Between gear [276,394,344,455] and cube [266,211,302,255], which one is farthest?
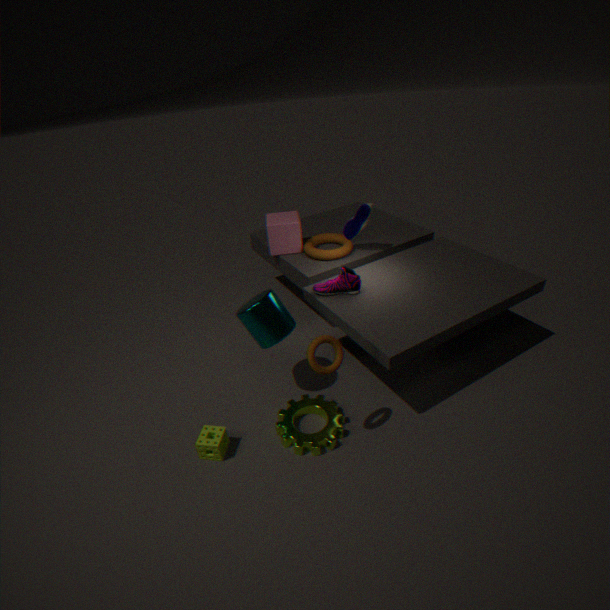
cube [266,211,302,255]
